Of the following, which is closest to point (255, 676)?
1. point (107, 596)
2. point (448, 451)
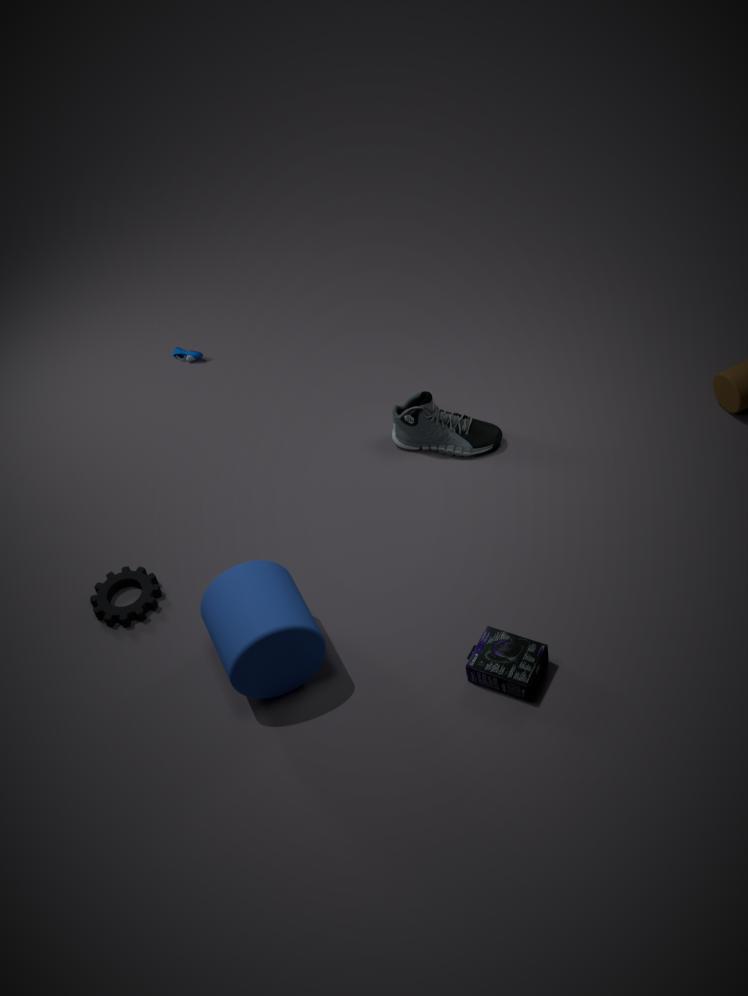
point (107, 596)
